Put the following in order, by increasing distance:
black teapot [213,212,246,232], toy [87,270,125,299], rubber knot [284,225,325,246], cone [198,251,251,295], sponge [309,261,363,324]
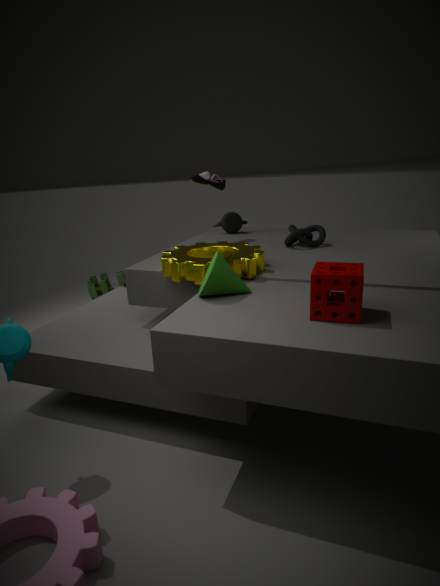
sponge [309,261,363,324], cone [198,251,251,295], rubber knot [284,225,325,246], black teapot [213,212,246,232], toy [87,270,125,299]
